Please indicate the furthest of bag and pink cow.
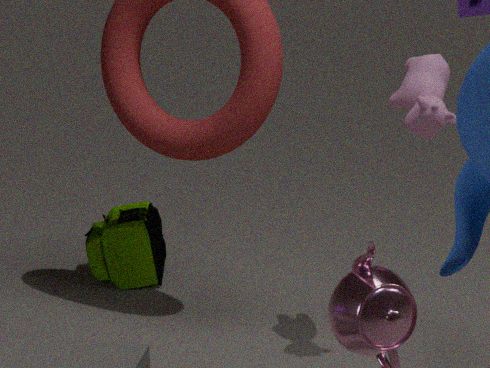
bag
